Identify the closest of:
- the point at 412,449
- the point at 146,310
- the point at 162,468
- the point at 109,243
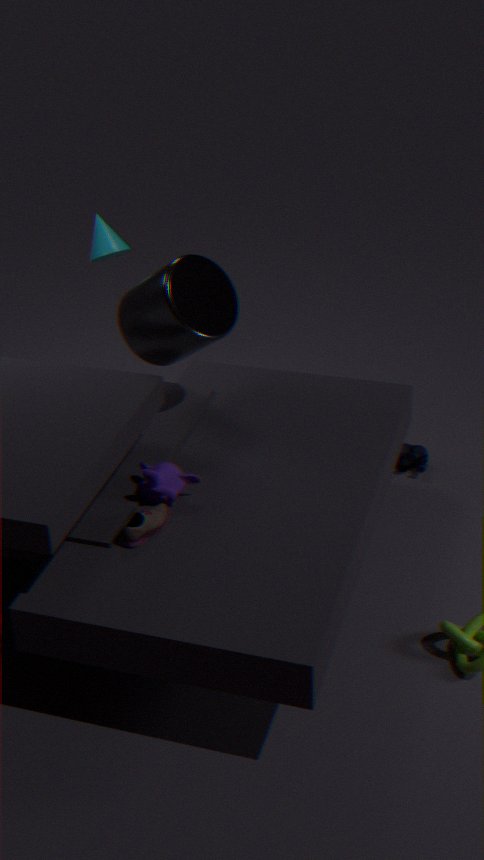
the point at 162,468
